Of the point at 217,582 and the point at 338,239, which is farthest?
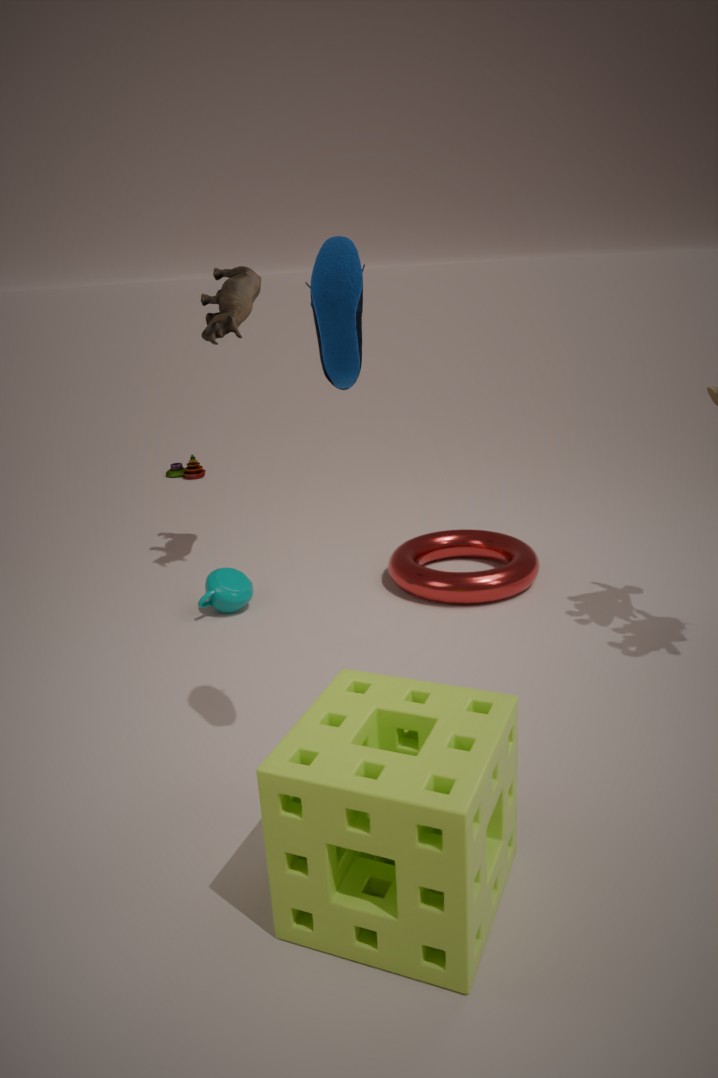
the point at 217,582
